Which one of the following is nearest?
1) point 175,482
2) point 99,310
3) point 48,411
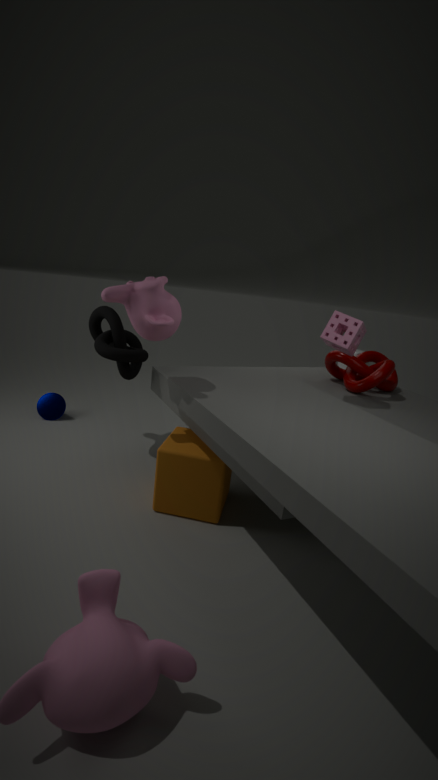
1. point 175,482
